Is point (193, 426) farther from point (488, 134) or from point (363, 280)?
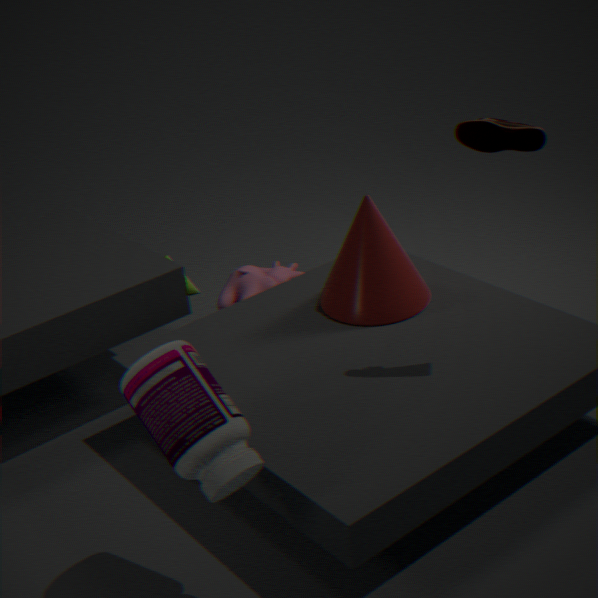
point (488, 134)
